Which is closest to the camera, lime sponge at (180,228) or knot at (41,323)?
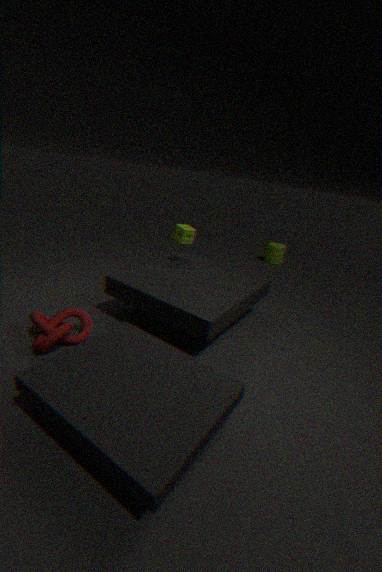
knot at (41,323)
